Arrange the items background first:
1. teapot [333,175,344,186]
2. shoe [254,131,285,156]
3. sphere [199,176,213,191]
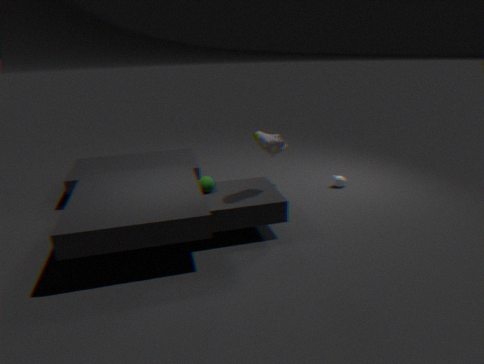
teapot [333,175,344,186], sphere [199,176,213,191], shoe [254,131,285,156]
